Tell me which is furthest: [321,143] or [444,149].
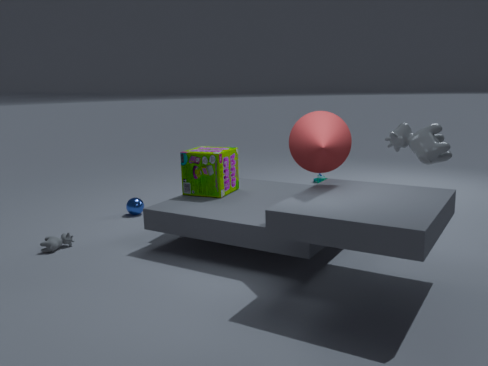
[444,149]
